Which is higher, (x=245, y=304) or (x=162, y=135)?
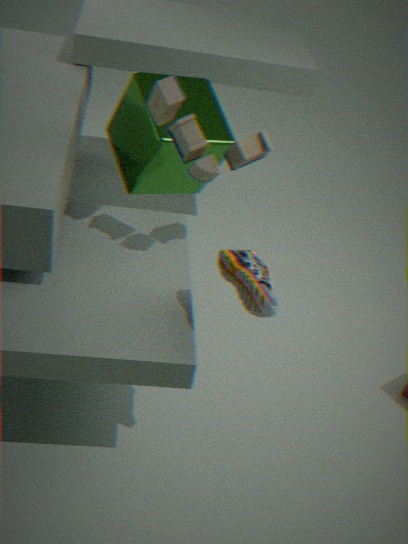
(x=162, y=135)
